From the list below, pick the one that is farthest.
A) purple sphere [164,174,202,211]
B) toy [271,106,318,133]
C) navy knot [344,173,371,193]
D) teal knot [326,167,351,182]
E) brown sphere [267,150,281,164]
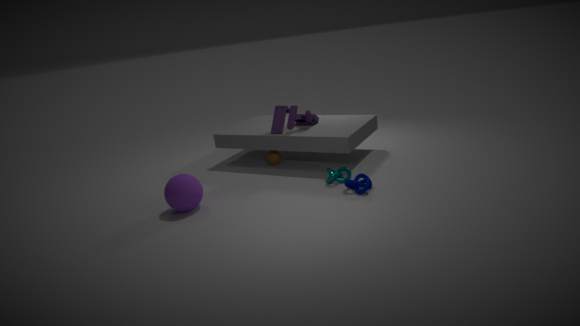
brown sphere [267,150,281,164]
